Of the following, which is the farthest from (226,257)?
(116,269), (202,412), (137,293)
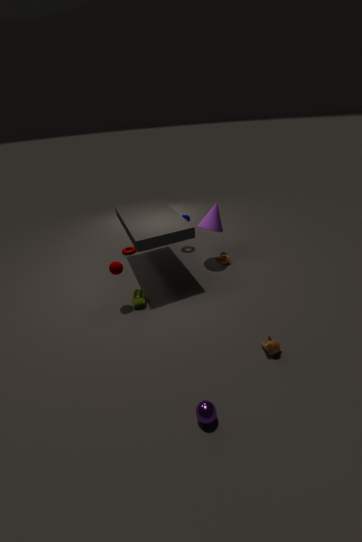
(202,412)
